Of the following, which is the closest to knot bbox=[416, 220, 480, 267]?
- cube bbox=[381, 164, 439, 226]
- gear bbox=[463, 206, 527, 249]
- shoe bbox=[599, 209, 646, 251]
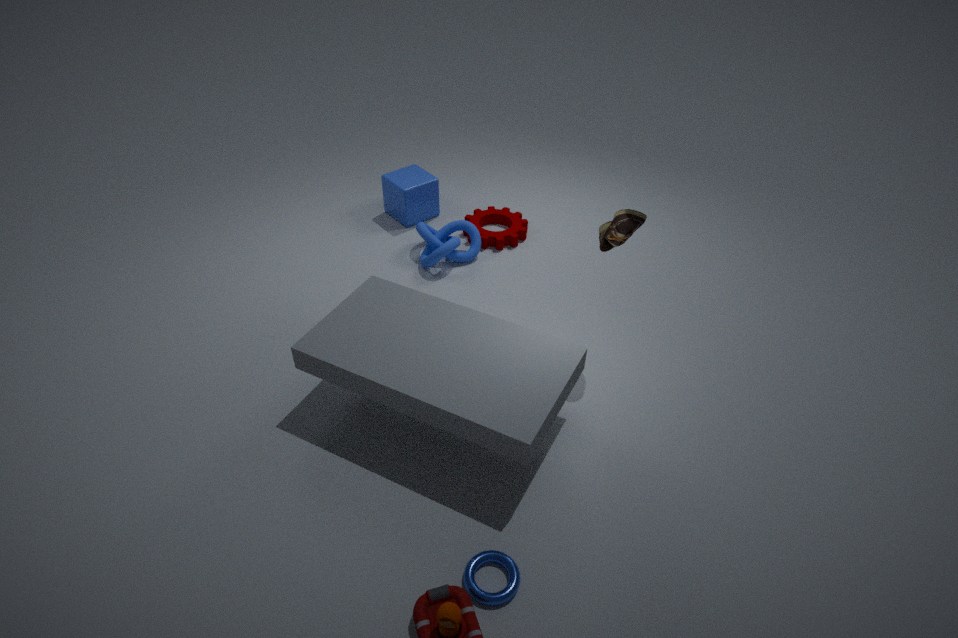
gear bbox=[463, 206, 527, 249]
